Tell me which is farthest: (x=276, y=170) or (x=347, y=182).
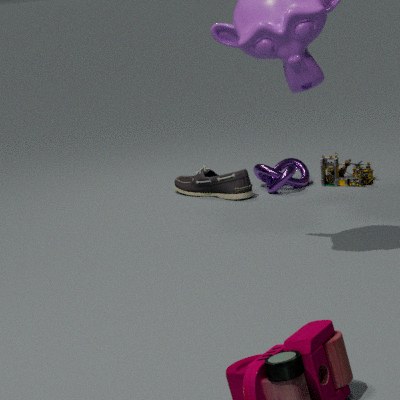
(x=276, y=170)
